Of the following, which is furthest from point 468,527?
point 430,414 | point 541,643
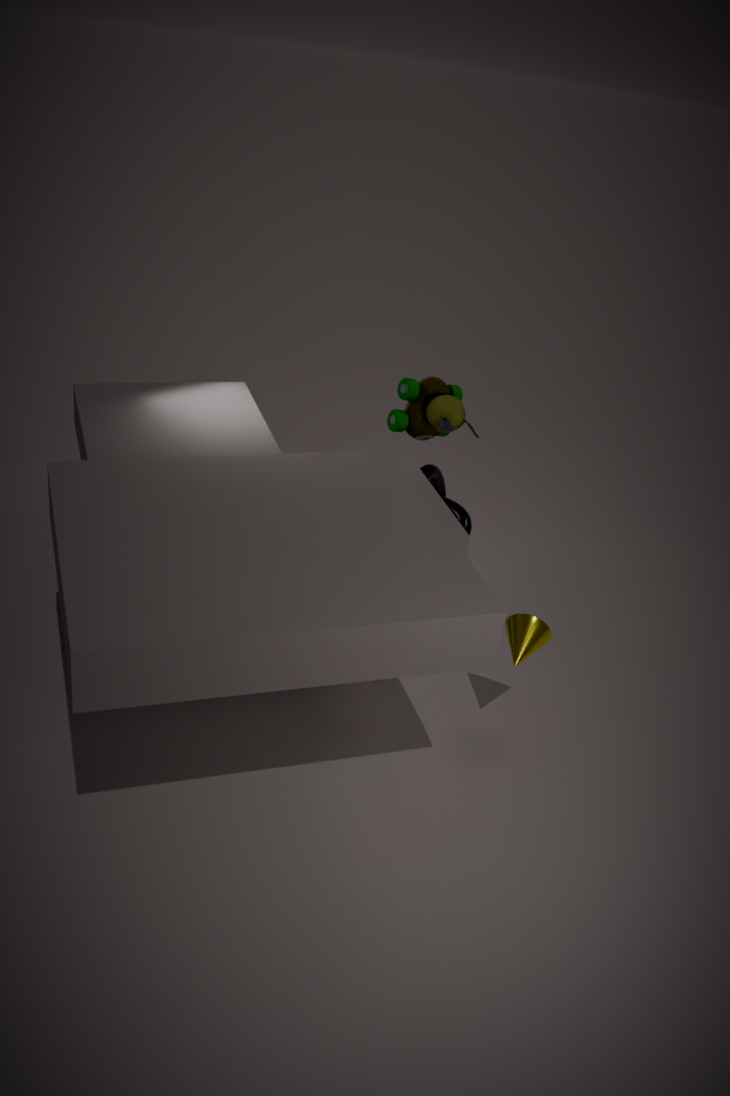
point 541,643
